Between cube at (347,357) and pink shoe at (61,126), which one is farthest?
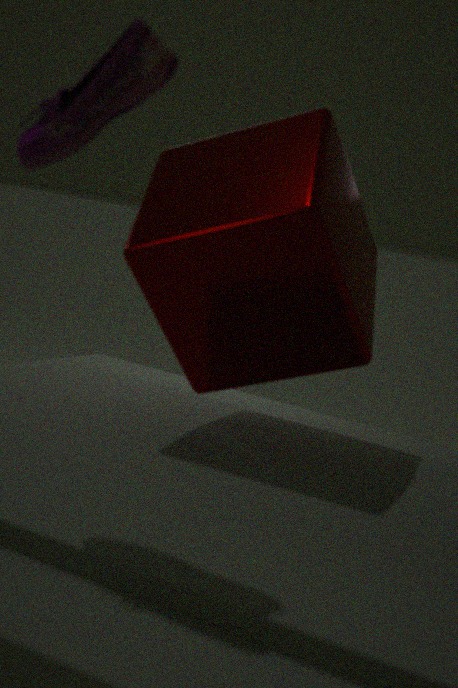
cube at (347,357)
